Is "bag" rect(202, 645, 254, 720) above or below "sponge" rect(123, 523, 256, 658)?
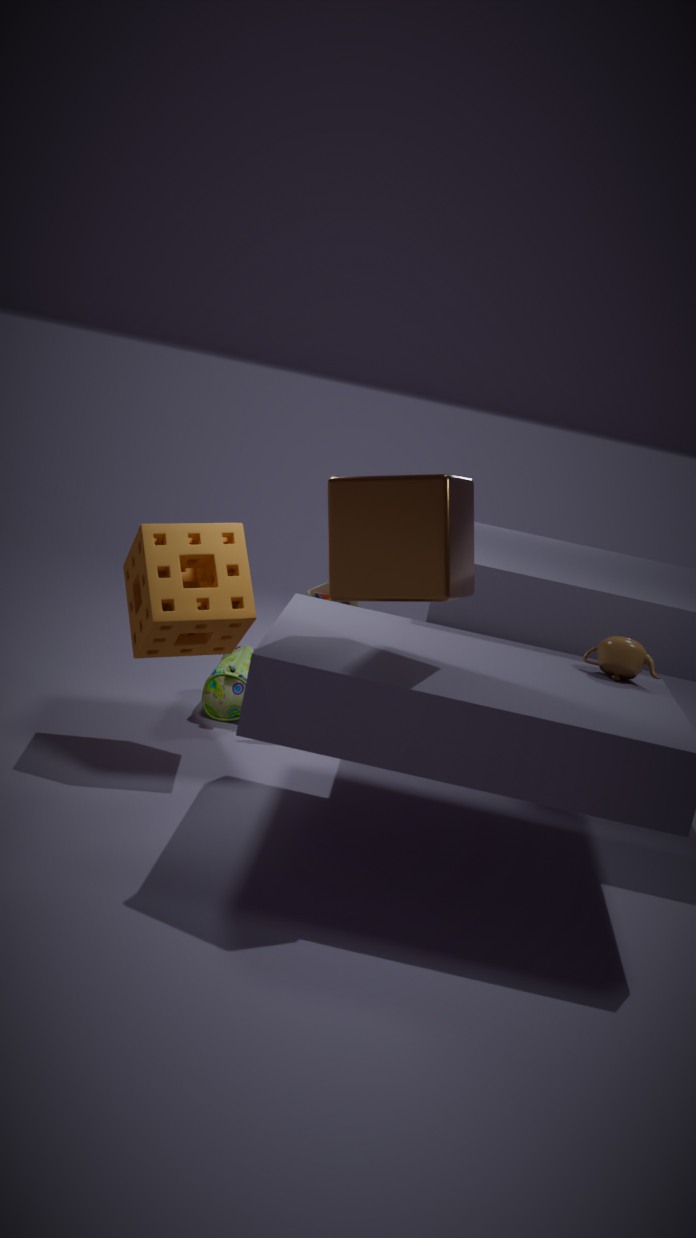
below
